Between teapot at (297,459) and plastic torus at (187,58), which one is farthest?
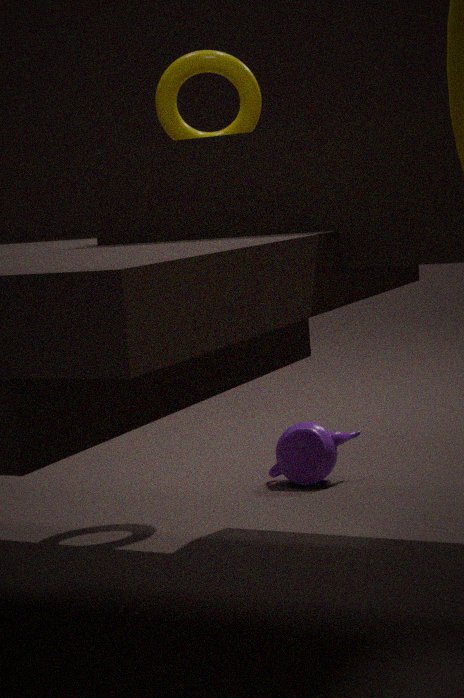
teapot at (297,459)
